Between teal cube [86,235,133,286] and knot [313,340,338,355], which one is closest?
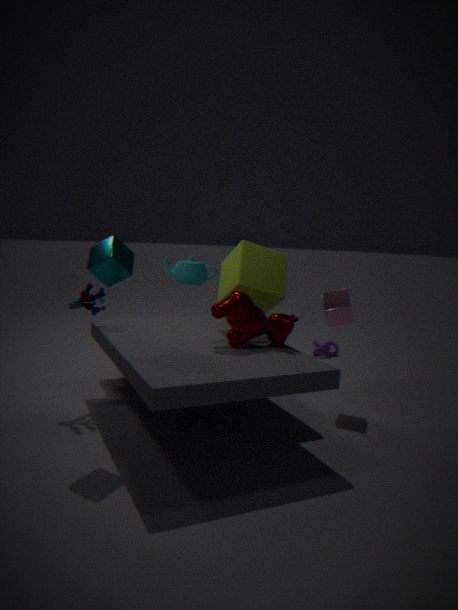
teal cube [86,235,133,286]
